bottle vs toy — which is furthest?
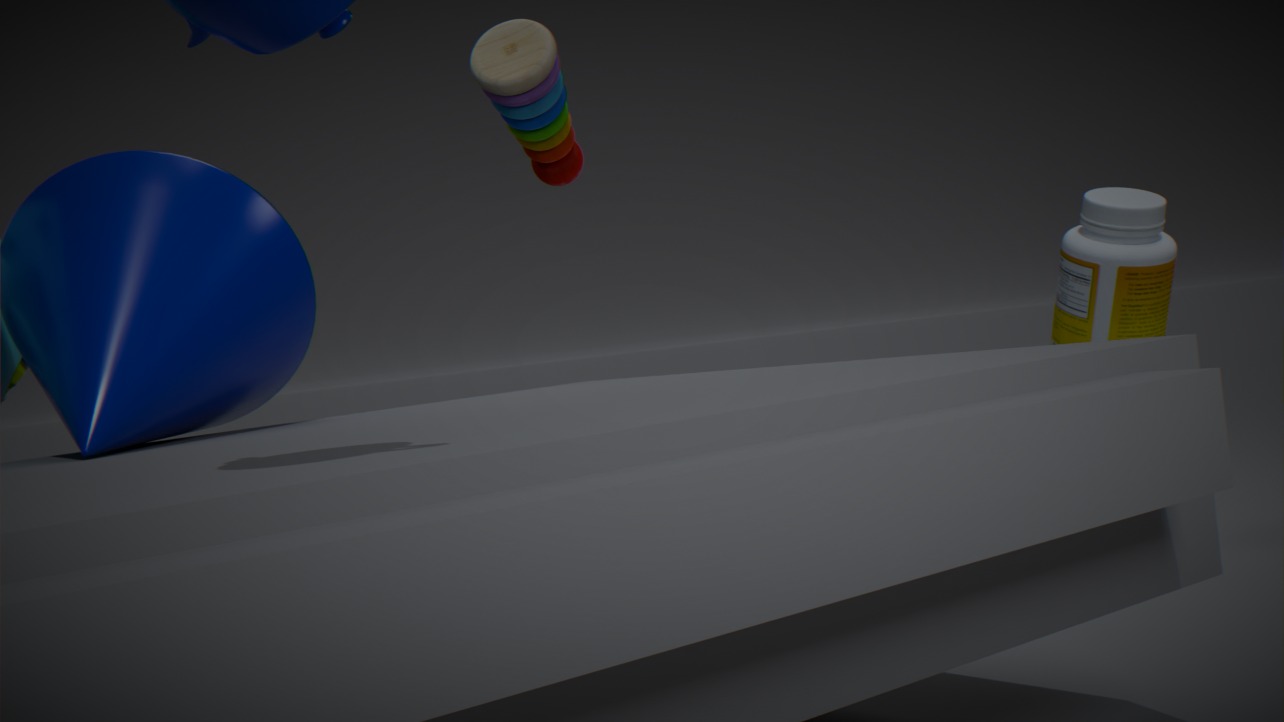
bottle
